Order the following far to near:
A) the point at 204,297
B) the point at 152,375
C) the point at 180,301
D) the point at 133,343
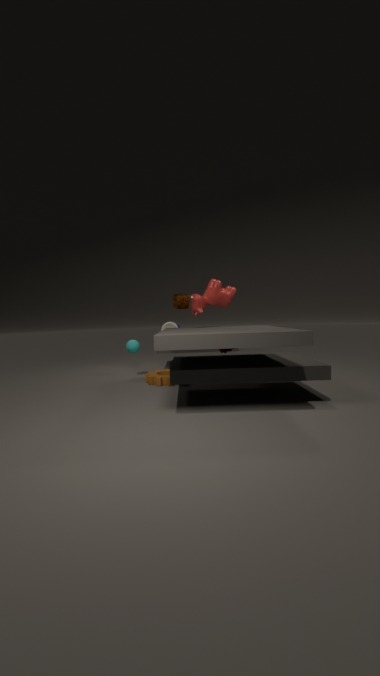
the point at 180,301, the point at 133,343, the point at 152,375, the point at 204,297
